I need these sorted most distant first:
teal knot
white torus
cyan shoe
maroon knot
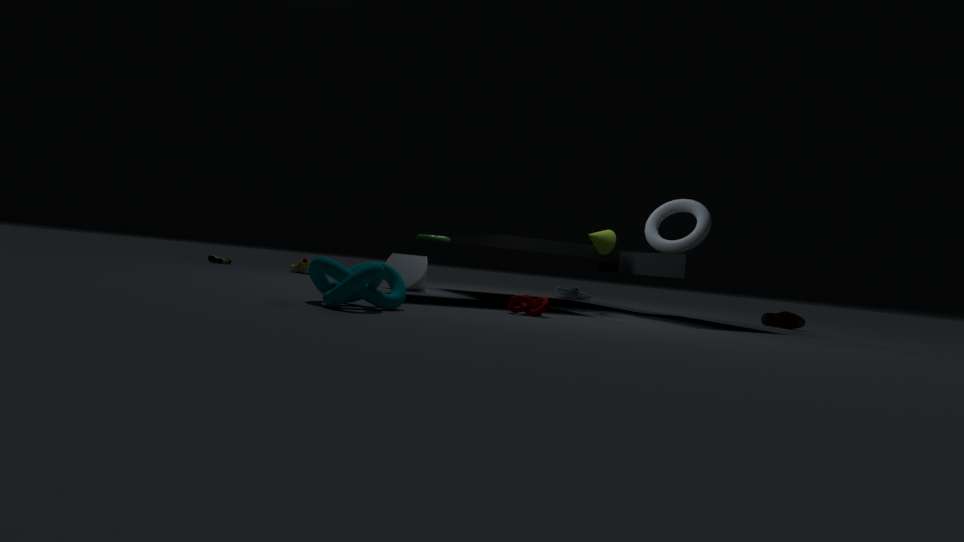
cyan shoe → white torus → maroon knot → teal knot
